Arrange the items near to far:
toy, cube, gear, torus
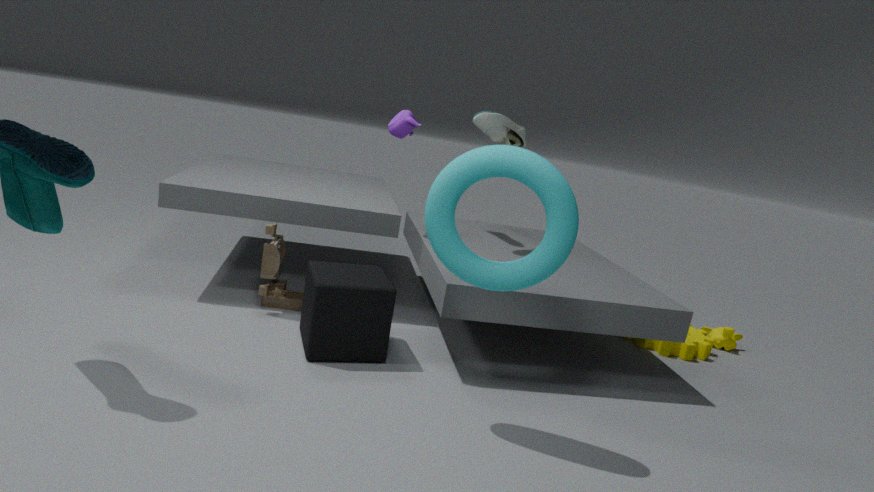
torus
cube
toy
gear
